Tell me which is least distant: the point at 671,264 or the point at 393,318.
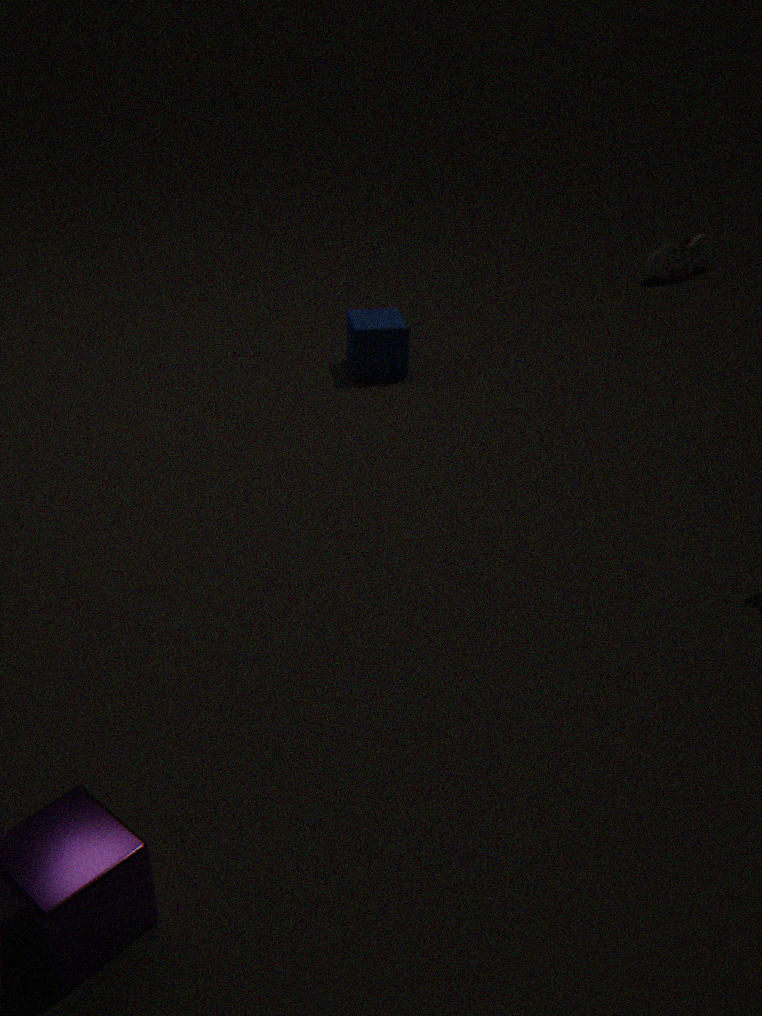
the point at 393,318
